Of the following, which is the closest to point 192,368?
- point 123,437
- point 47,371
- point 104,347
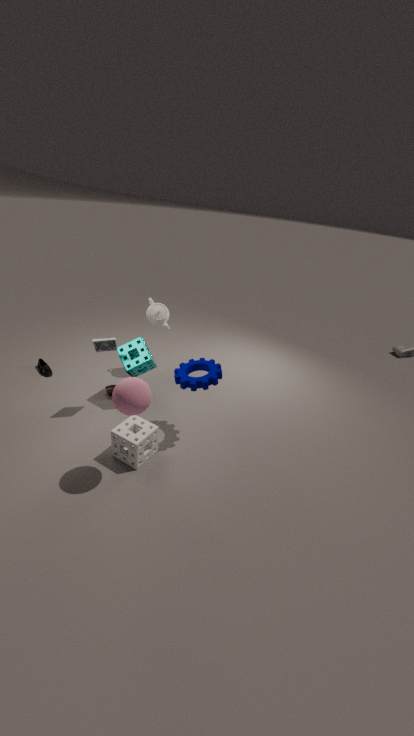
point 123,437
